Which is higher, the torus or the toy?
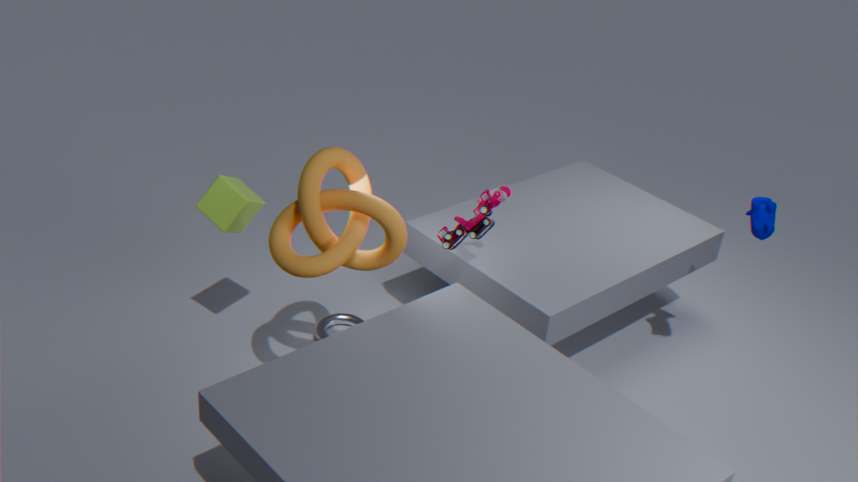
the toy
